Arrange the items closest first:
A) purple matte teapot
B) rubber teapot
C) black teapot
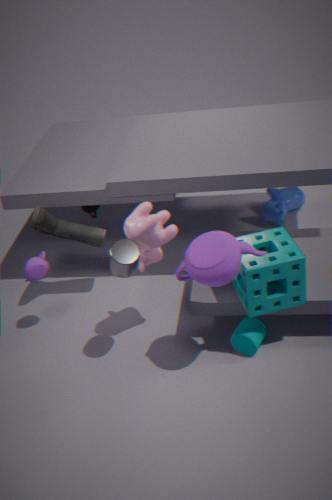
Result: rubber teapot
purple matte teapot
black teapot
